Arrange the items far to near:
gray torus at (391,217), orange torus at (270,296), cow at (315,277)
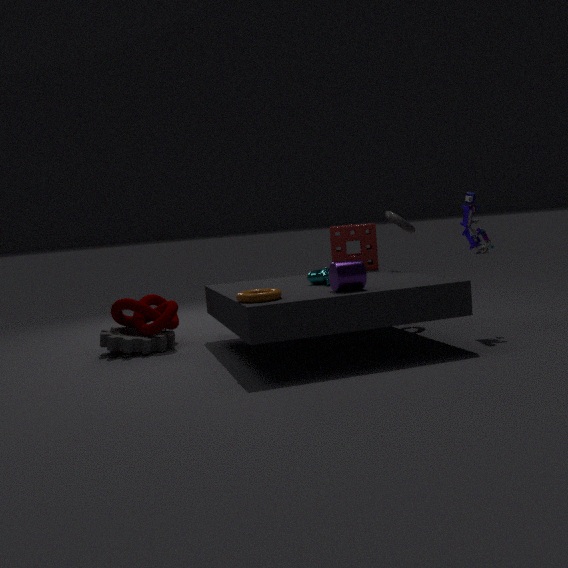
gray torus at (391,217) < cow at (315,277) < orange torus at (270,296)
